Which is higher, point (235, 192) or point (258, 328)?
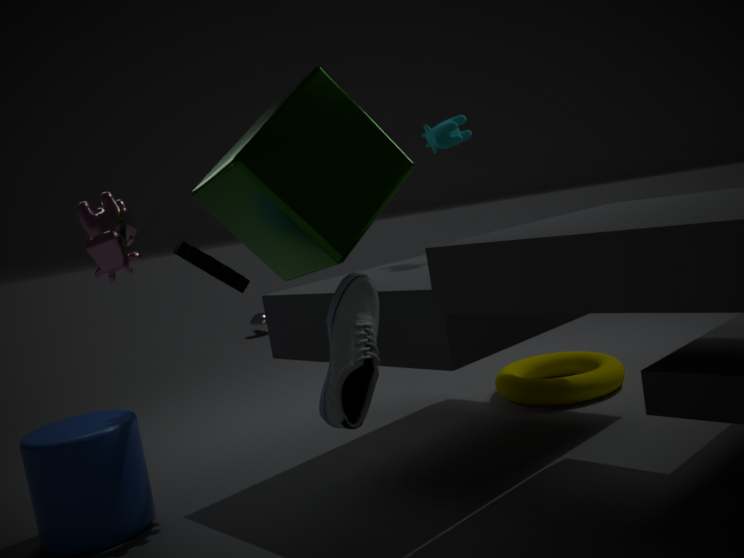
point (235, 192)
